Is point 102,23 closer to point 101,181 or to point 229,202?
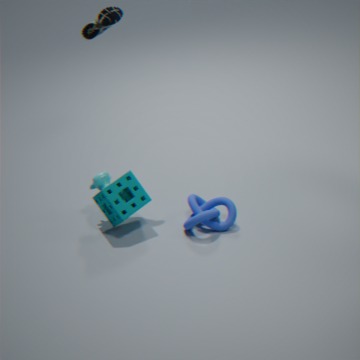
point 101,181
